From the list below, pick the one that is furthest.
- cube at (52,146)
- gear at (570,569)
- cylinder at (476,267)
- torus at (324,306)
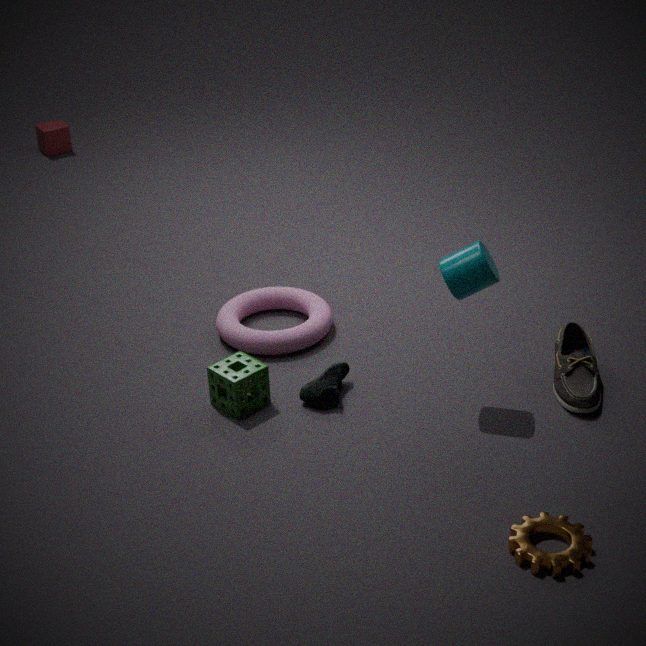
cube at (52,146)
